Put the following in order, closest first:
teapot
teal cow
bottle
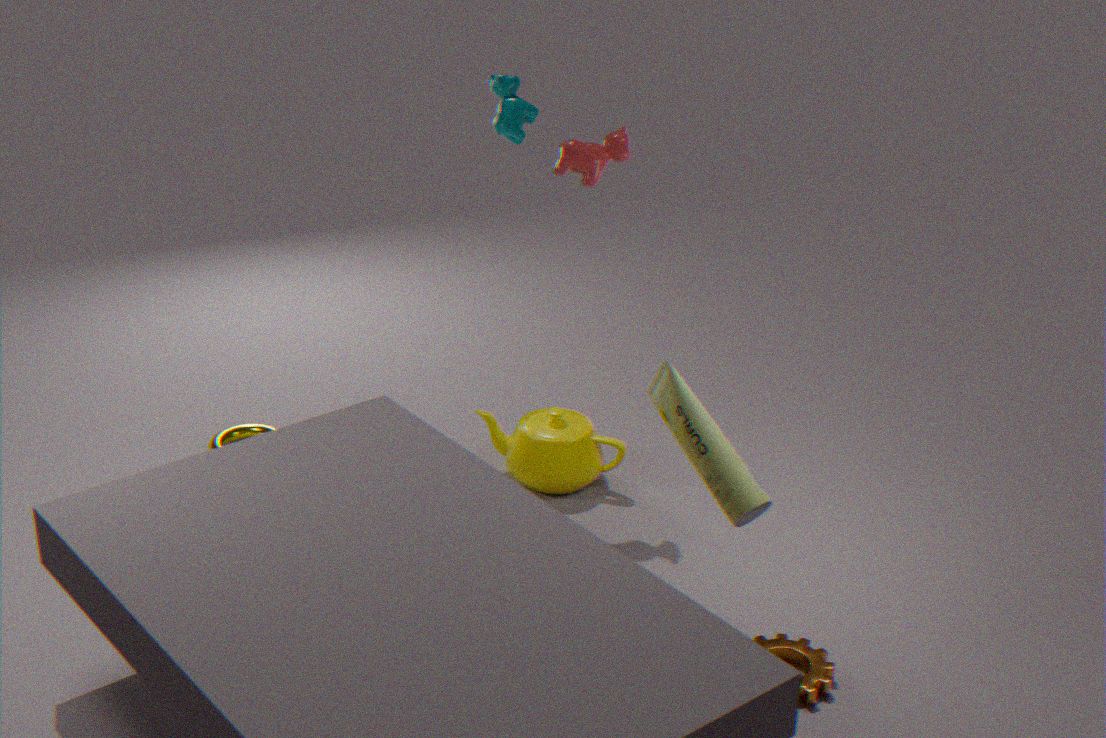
bottle
teapot
teal cow
